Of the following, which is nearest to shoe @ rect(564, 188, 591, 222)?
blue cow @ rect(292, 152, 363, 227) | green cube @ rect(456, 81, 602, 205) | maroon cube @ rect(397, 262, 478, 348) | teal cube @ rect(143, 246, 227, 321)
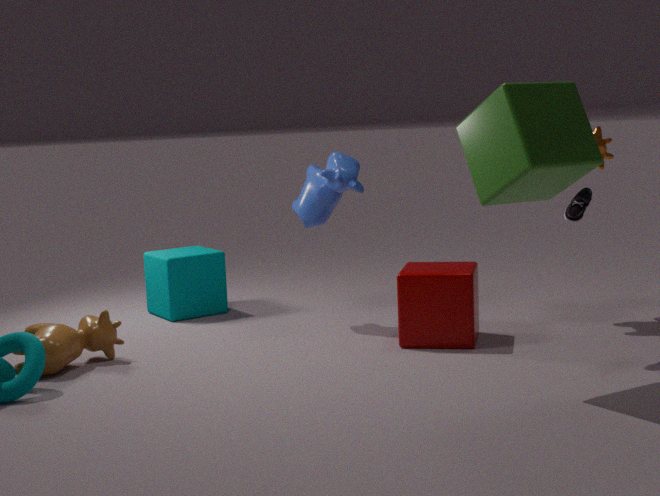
green cube @ rect(456, 81, 602, 205)
